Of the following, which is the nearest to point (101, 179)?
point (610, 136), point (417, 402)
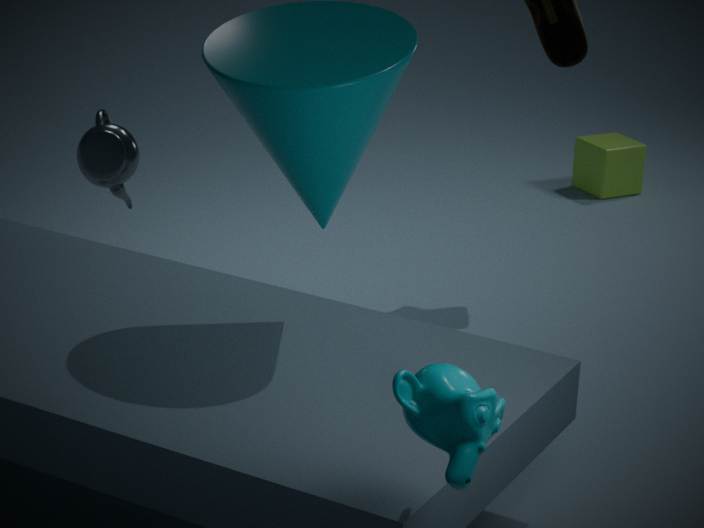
point (417, 402)
